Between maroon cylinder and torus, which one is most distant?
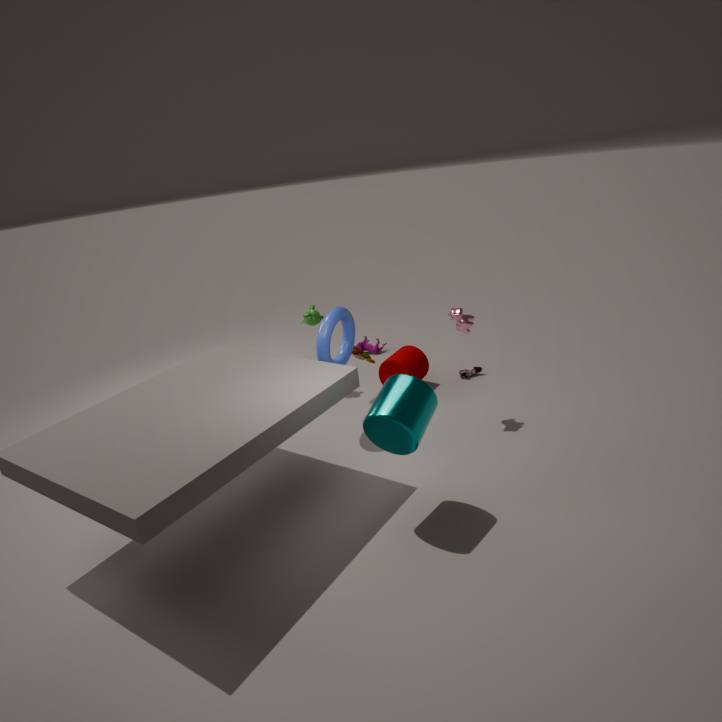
maroon cylinder
